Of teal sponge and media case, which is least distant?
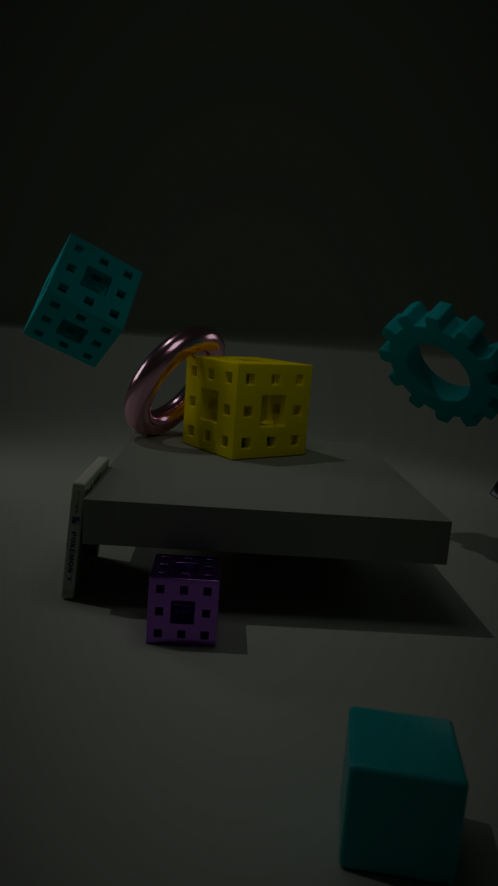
media case
